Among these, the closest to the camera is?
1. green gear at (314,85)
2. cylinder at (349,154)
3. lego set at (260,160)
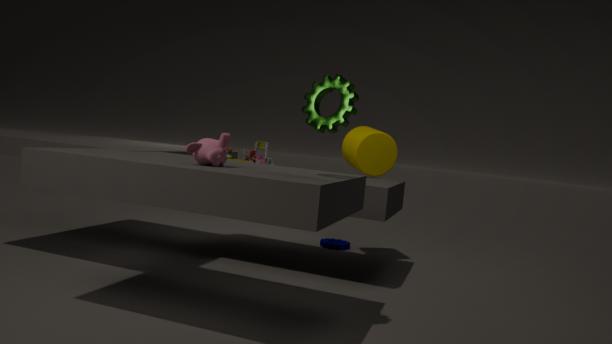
green gear at (314,85)
